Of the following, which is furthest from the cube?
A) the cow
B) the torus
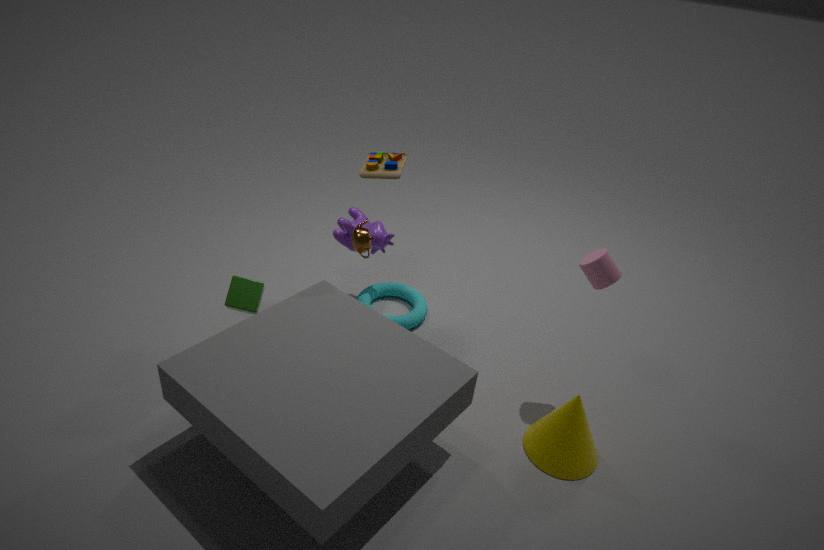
the torus
